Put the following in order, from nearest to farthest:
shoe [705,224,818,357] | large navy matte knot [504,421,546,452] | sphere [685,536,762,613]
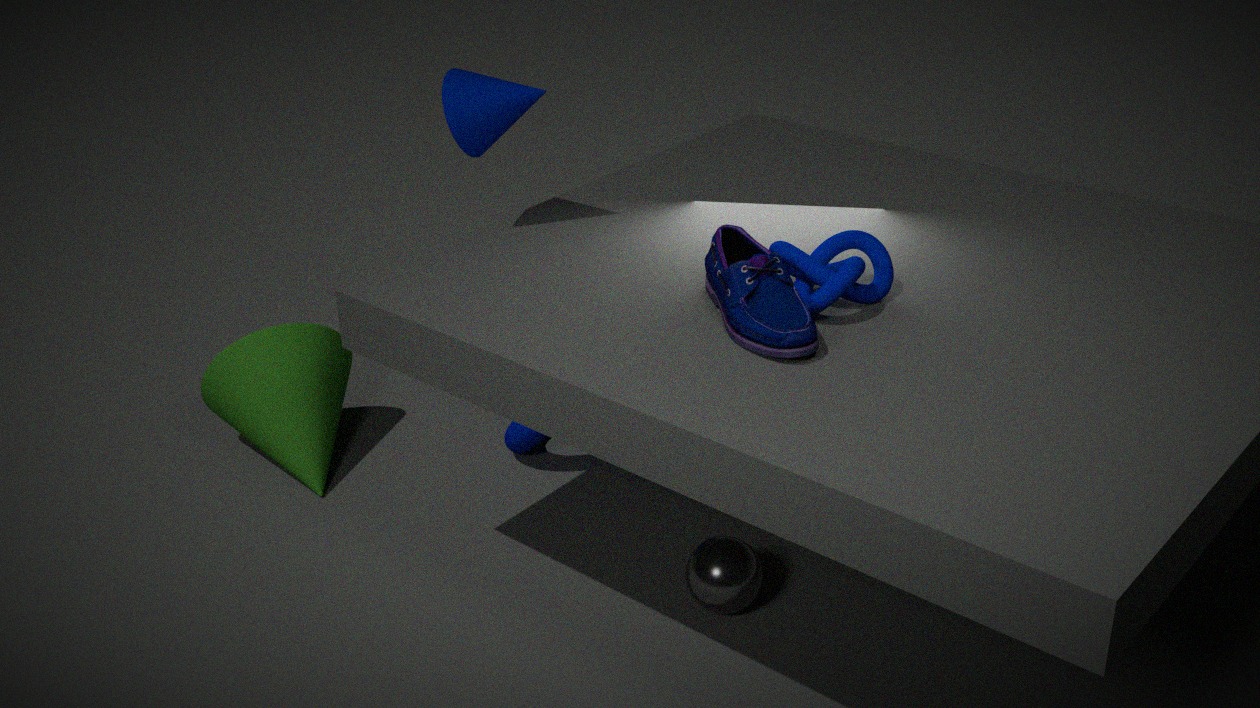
shoe [705,224,818,357] < sphere [685,536,762,613] < large navy matte knot [504,421,546,452]
